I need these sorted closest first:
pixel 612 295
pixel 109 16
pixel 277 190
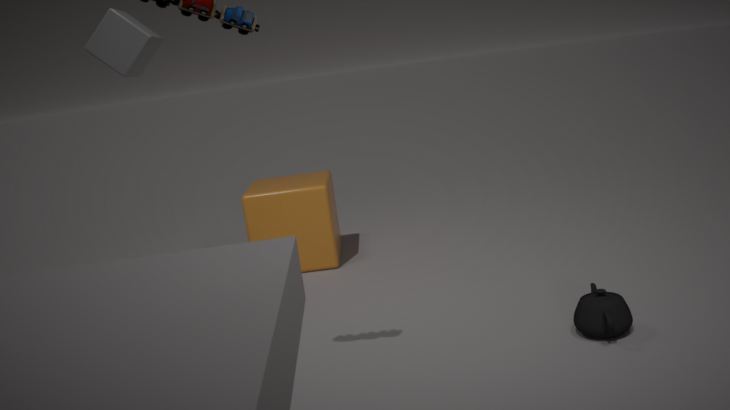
pixel 612 295 → pixel 109 16 → pixel 277 190
